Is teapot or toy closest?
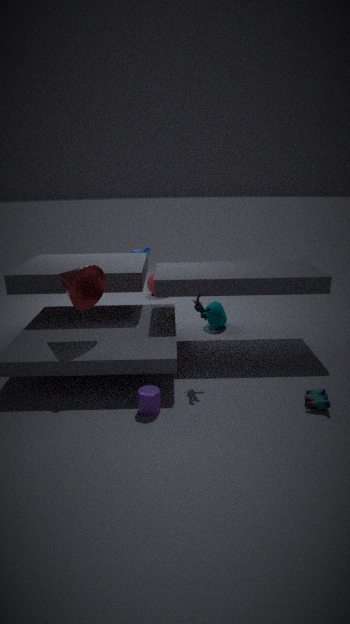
toy
